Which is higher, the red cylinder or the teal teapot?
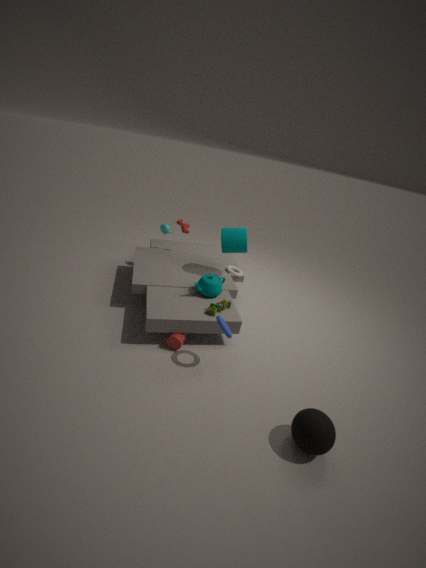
the teal teapot
